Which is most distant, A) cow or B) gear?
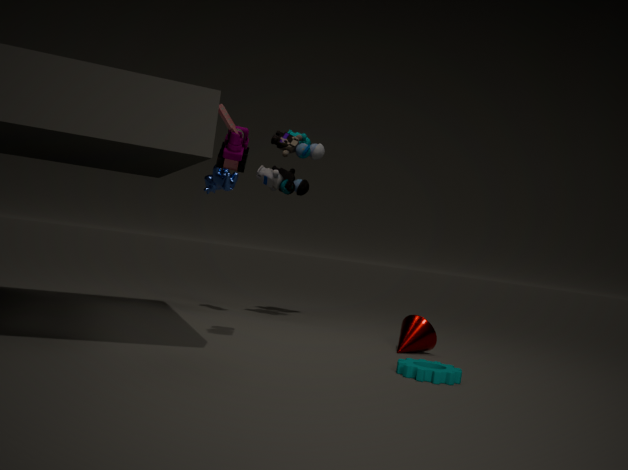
A. cow
